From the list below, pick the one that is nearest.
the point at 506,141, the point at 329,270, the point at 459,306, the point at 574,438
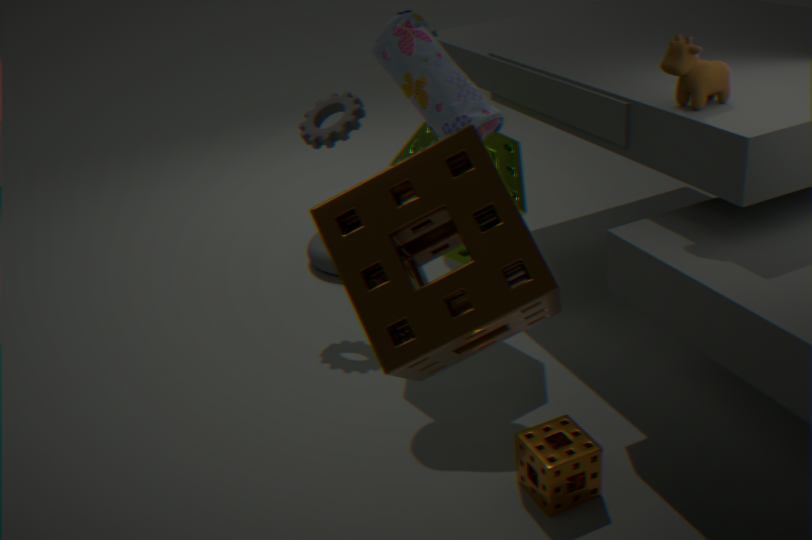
the point at 459,306
